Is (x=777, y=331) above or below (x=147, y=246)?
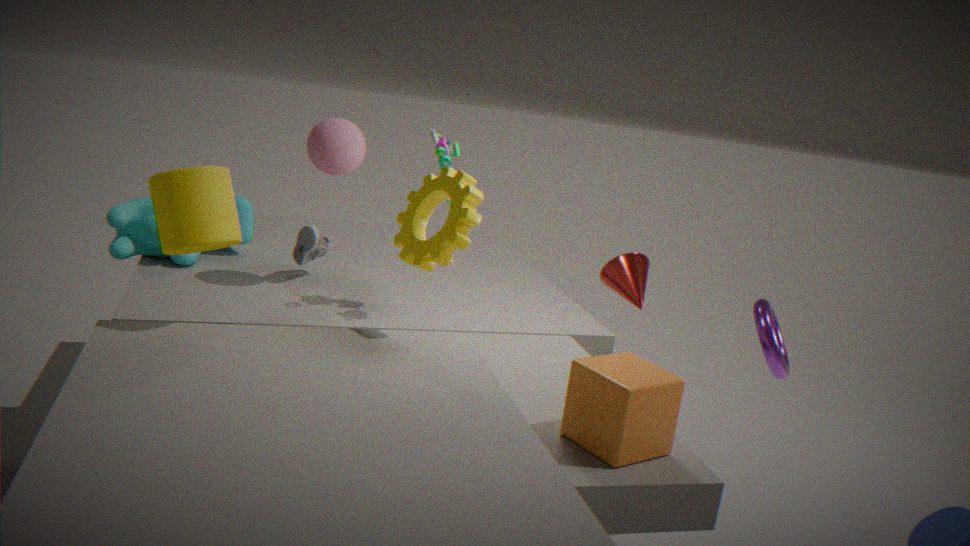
below
